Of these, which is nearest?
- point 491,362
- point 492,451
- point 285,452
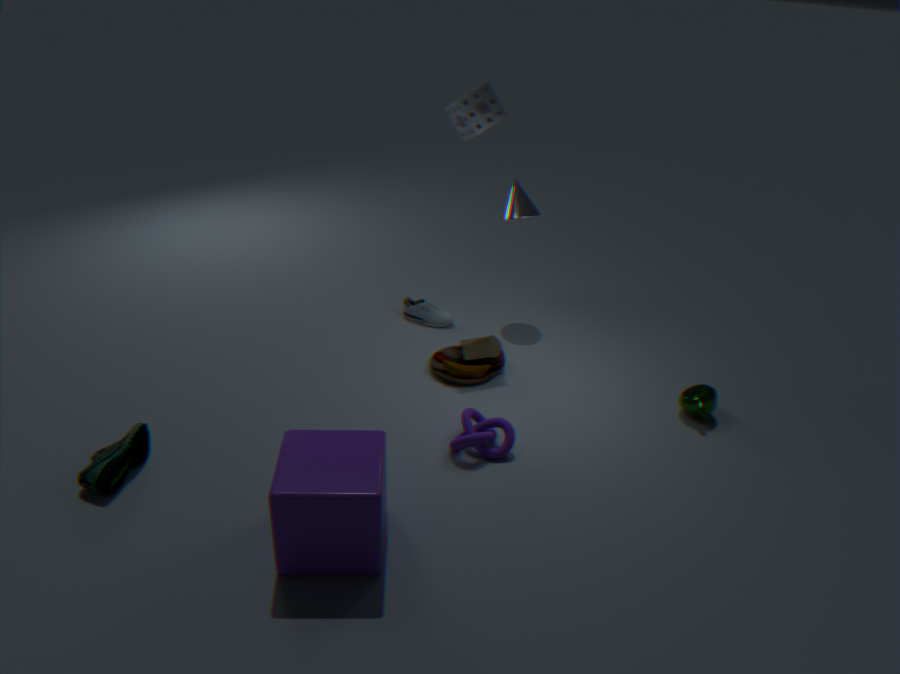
point 285,452
